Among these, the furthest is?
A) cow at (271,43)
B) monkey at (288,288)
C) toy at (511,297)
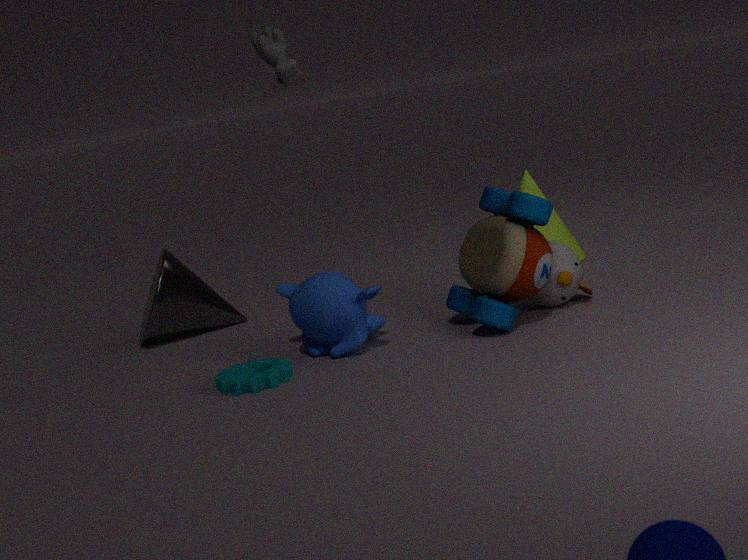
A. cow at (271,43)
